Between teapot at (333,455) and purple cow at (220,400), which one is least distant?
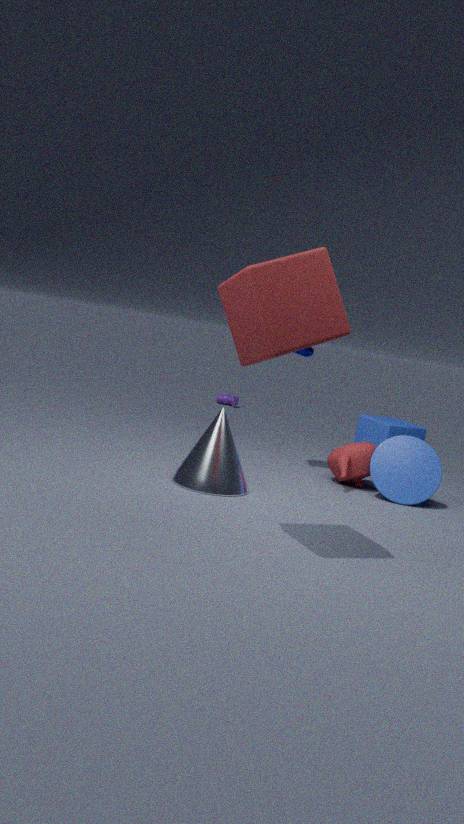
teapot at (333,455)
